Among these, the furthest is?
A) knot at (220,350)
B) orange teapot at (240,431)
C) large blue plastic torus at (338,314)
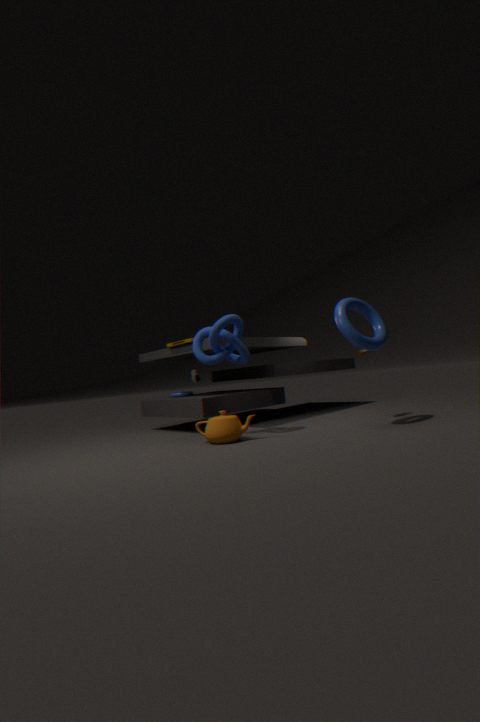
knot at (220,350)
